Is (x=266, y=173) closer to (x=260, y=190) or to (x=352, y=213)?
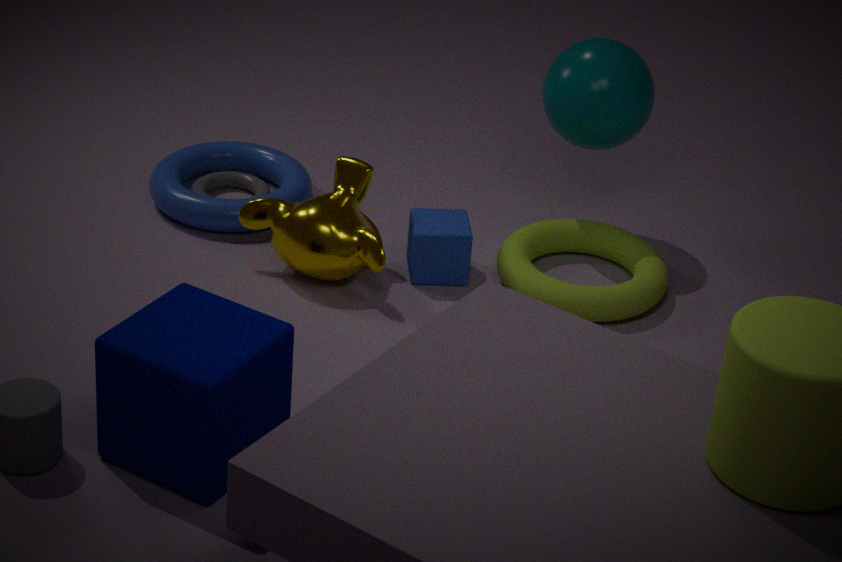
(x=260, y=190)
